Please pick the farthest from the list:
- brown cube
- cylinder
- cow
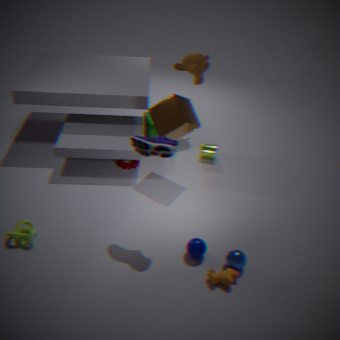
cylinder
